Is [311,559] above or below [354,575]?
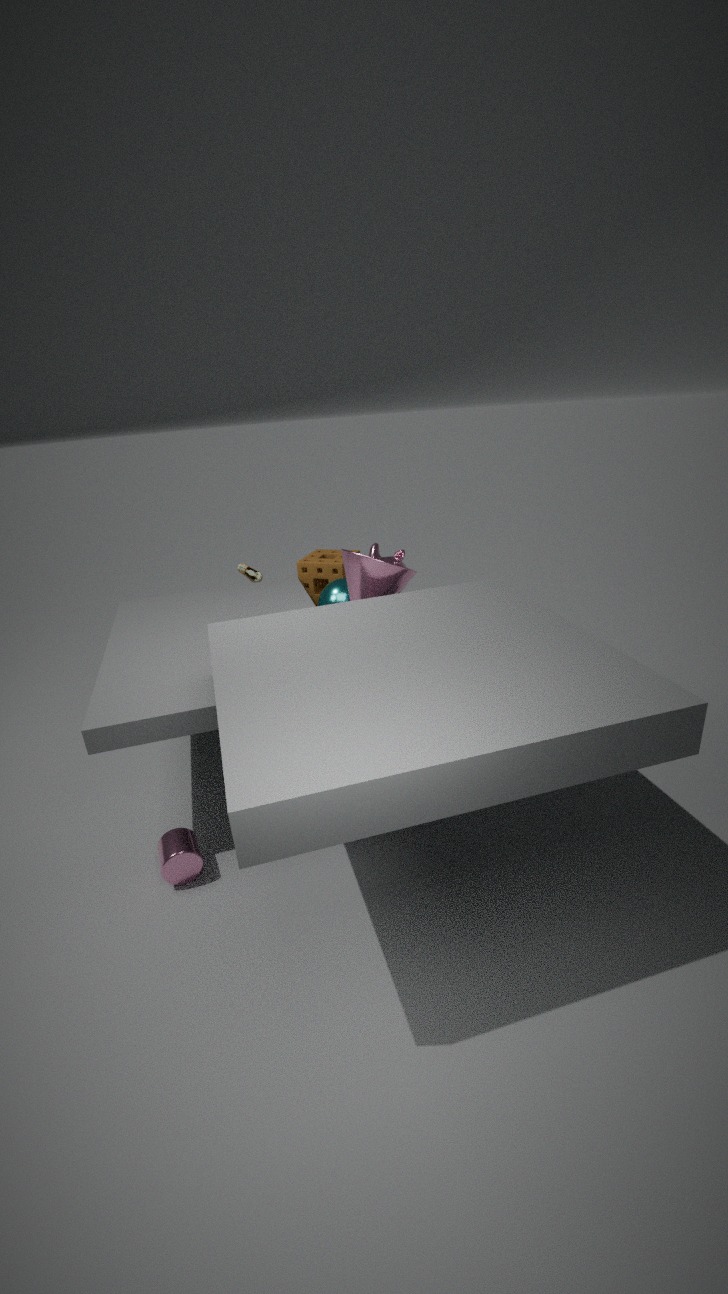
below
